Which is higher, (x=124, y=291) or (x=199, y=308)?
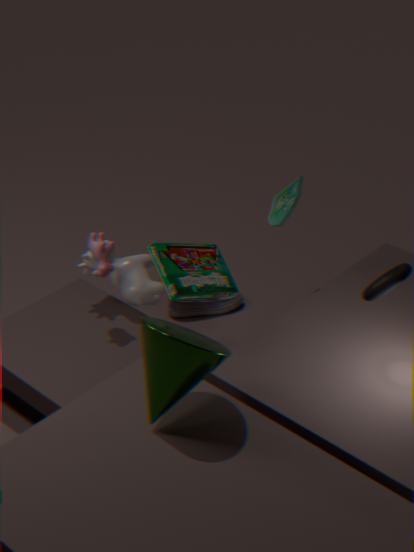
(x=124, y=291)
